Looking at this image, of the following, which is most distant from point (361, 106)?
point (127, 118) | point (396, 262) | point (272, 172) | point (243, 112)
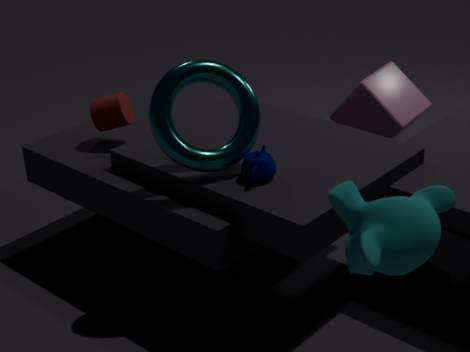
point (396, 262)
